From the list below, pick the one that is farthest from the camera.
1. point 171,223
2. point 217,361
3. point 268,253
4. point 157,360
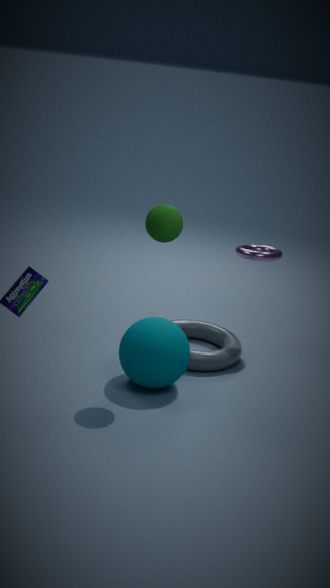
point 268,253
